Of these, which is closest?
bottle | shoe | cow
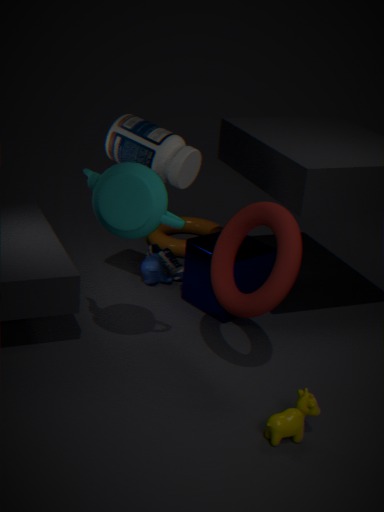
cow
